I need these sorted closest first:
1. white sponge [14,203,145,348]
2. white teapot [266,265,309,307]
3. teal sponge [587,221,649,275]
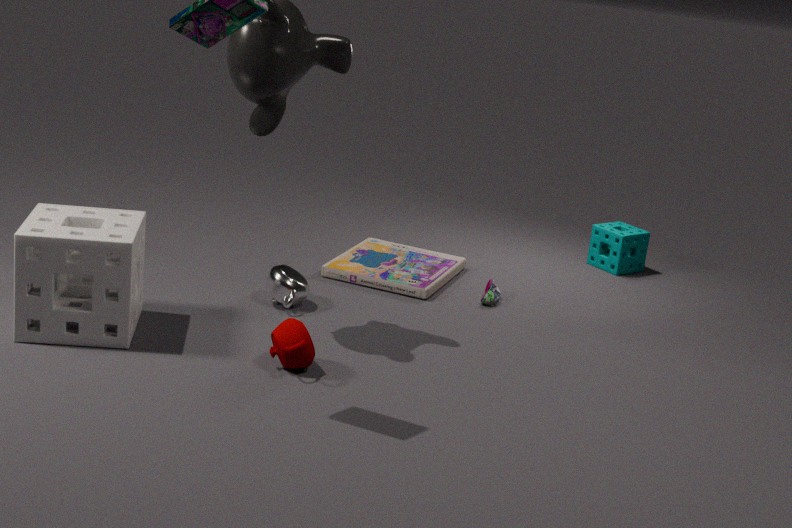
white sponge [14,203,145,348]
white teapot [266,265,309,307]
teal sponge [587,221,649,275]
